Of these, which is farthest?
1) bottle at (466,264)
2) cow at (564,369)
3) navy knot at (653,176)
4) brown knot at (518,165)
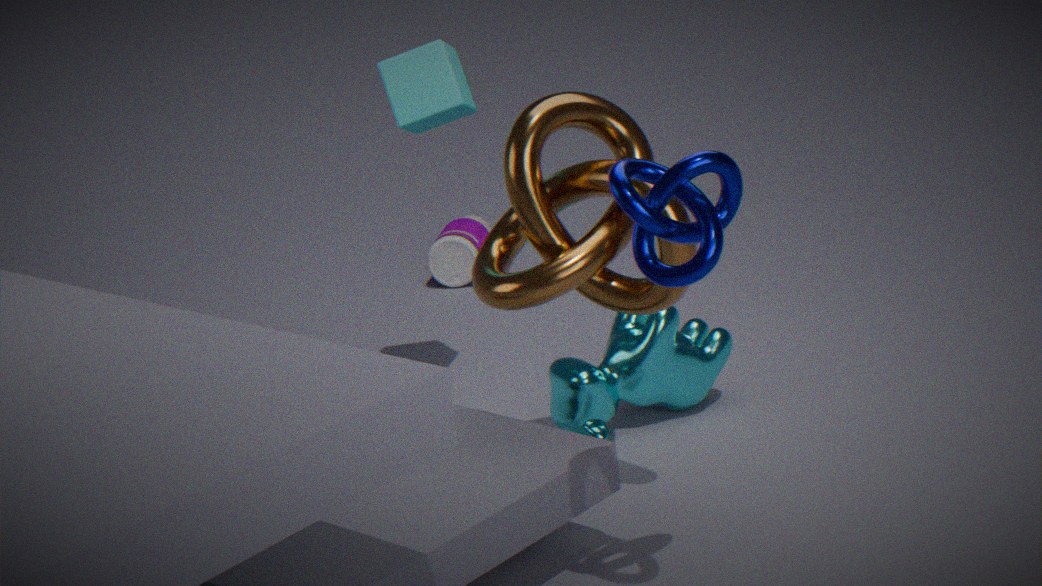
1. bottle at (466,264)
